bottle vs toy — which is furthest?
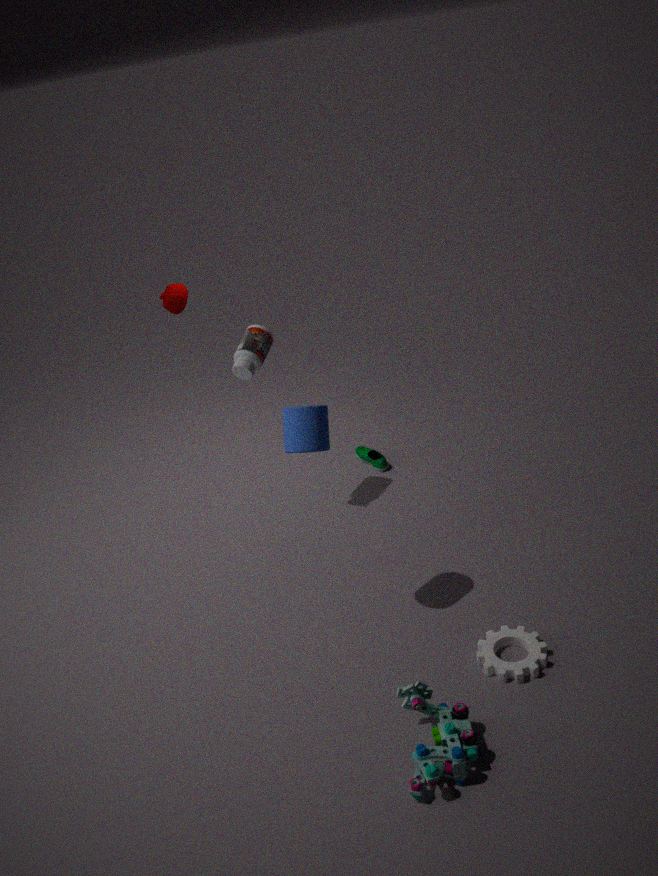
bottle
